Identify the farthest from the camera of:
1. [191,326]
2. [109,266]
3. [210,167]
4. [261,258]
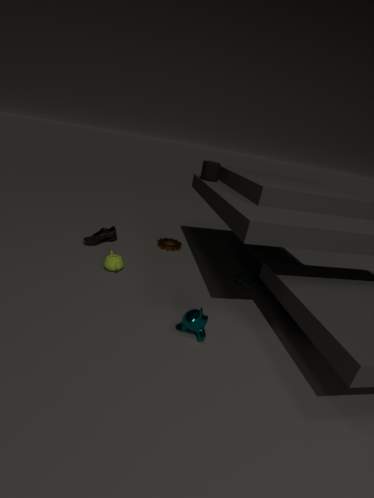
[261,258]
